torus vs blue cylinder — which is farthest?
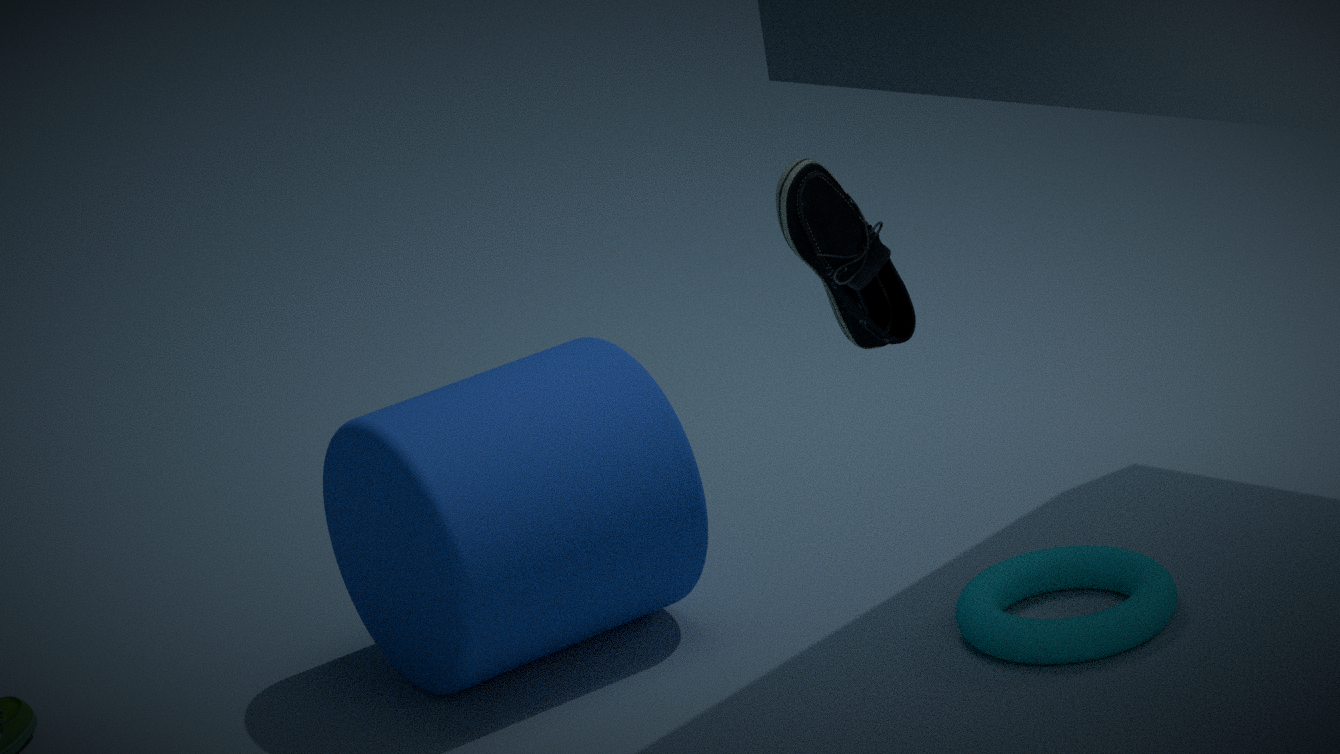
blue cylinder
